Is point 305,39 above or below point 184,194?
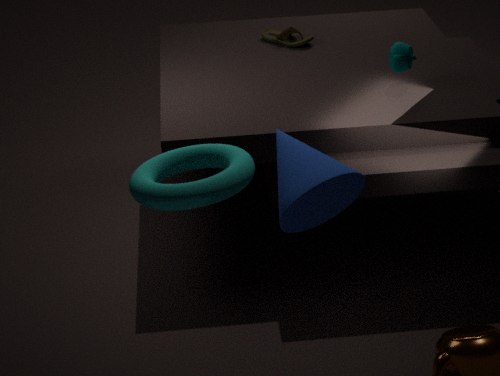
below
